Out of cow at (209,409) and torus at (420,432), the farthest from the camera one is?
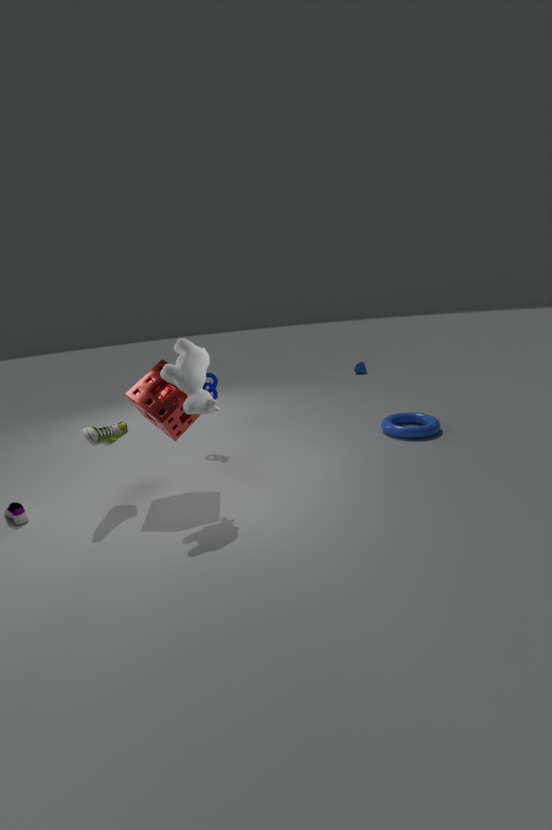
torus at (420,432)
